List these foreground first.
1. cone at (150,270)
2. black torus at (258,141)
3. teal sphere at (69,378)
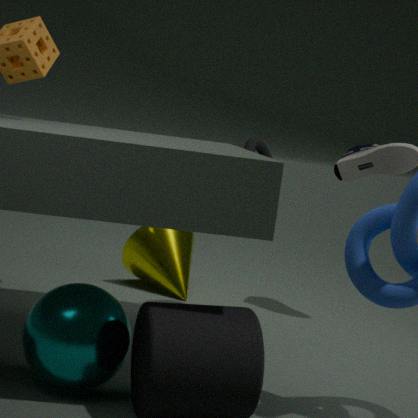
teal sphere at (69,378) → black torus at (258,141) → cone at (150,270)
